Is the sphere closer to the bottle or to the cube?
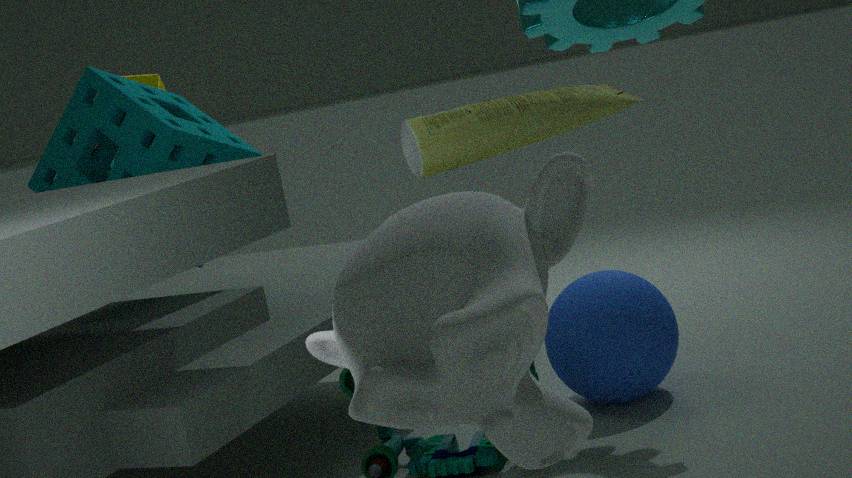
the bottle
